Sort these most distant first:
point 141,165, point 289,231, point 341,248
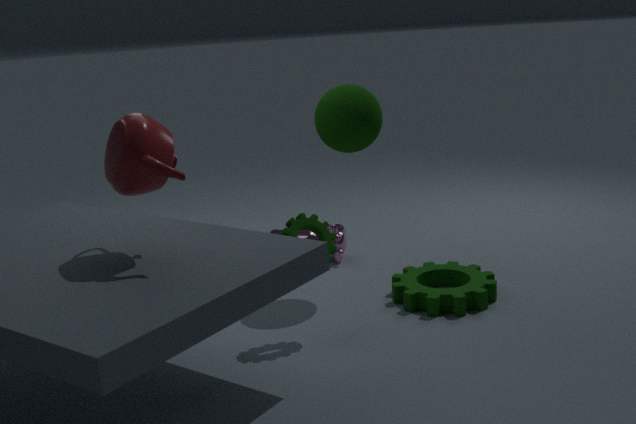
point 341,248 < point 289,231 < point 141,165
